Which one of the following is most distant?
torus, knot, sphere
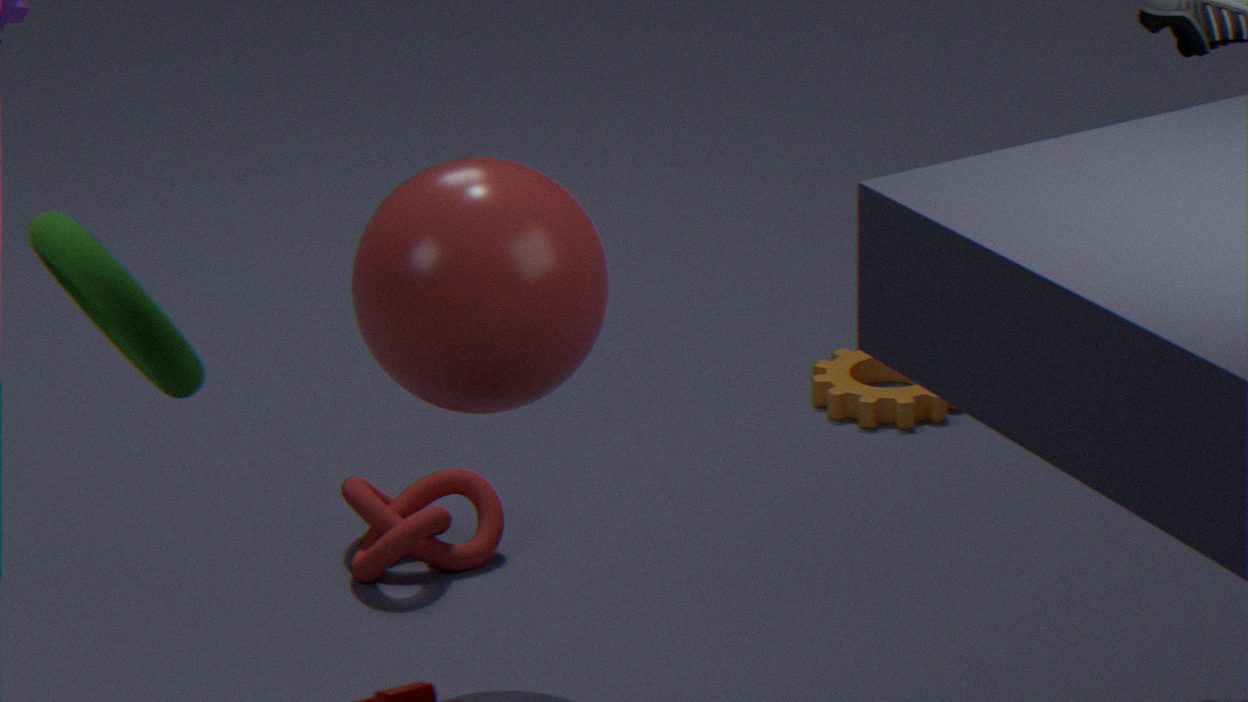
knot
